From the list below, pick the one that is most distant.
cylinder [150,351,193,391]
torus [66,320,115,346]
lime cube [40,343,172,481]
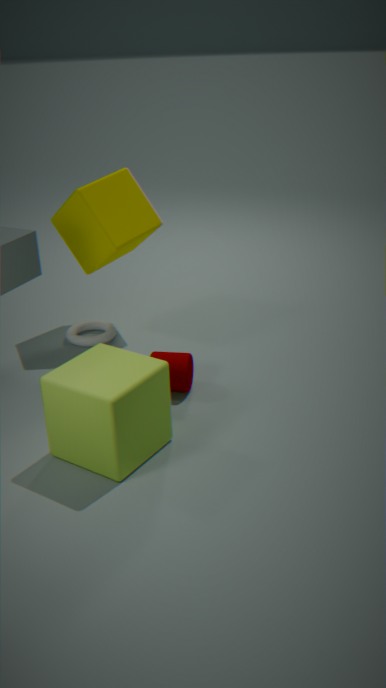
torus [66,320,115,346]
